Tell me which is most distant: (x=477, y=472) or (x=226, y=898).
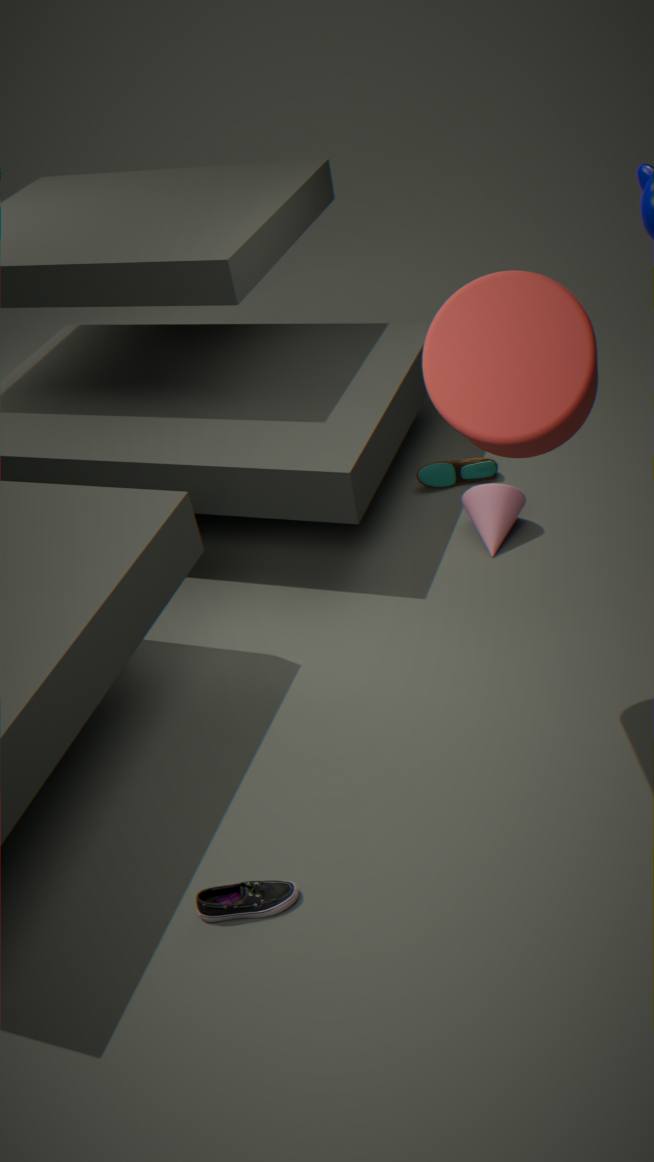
(x=477, y=472)
